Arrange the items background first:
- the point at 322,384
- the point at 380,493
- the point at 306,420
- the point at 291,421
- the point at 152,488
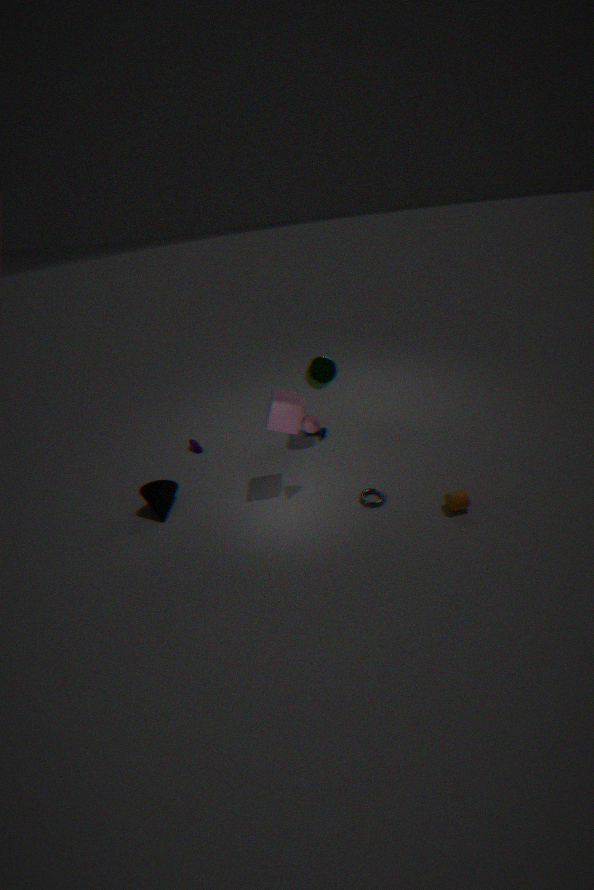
the point at 322,384 → the point at 152,488 → the point at 380,493 → the point at 291,421 → the point at 306,420
